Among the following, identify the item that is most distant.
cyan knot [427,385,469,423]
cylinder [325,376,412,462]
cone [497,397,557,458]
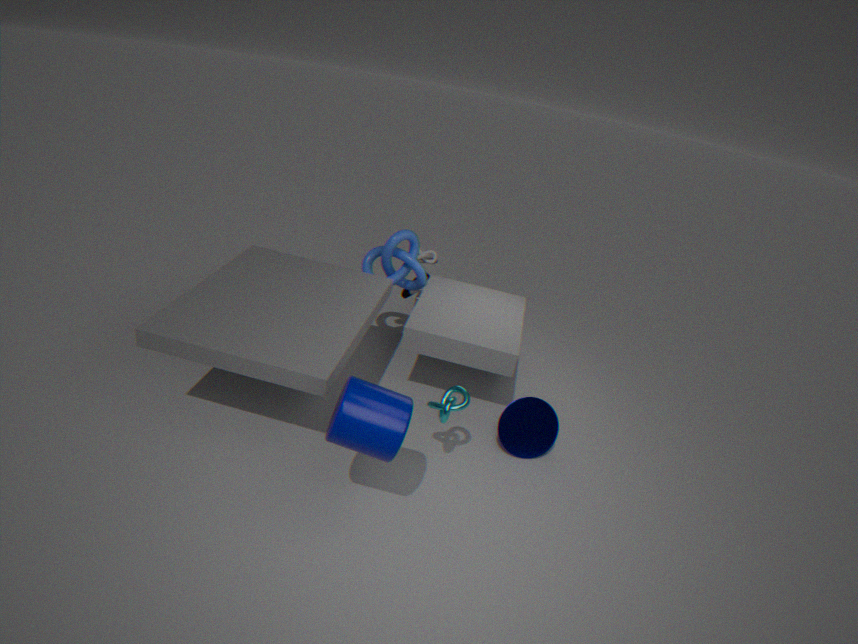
cone [497,397,557,458]
